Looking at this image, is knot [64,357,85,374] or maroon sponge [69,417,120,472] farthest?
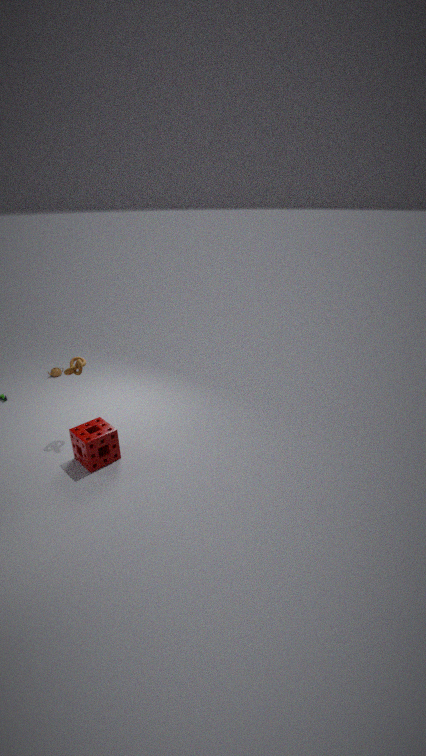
knot [64,357,85,374]
